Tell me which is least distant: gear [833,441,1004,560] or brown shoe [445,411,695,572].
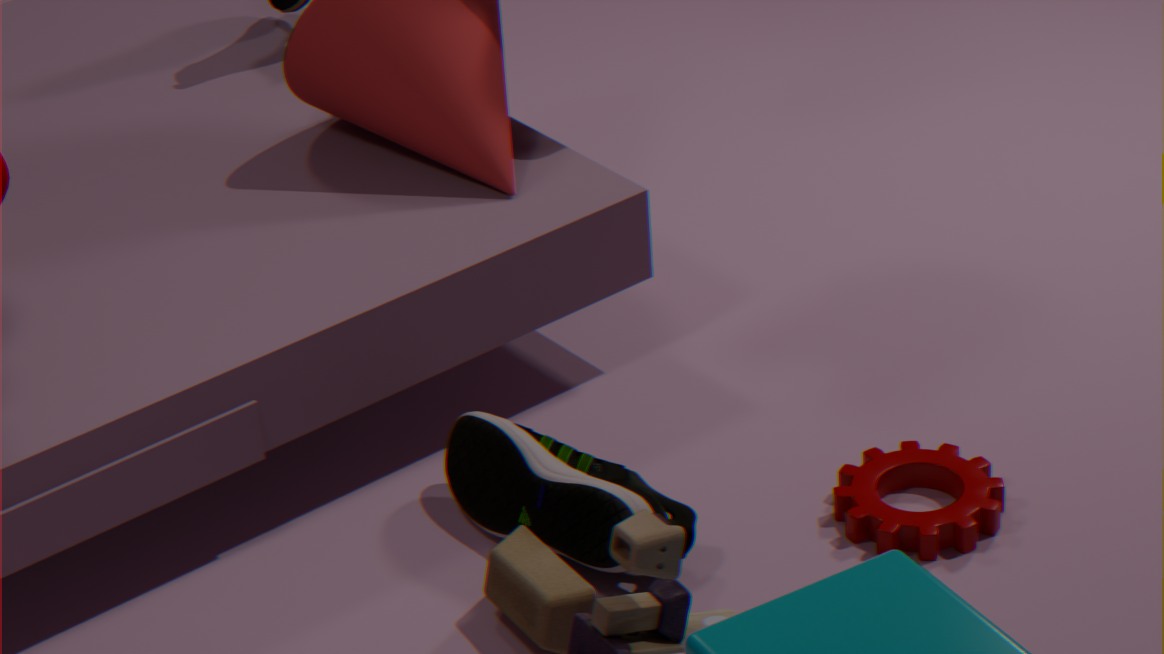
brown shoe [445,411,695,572]
